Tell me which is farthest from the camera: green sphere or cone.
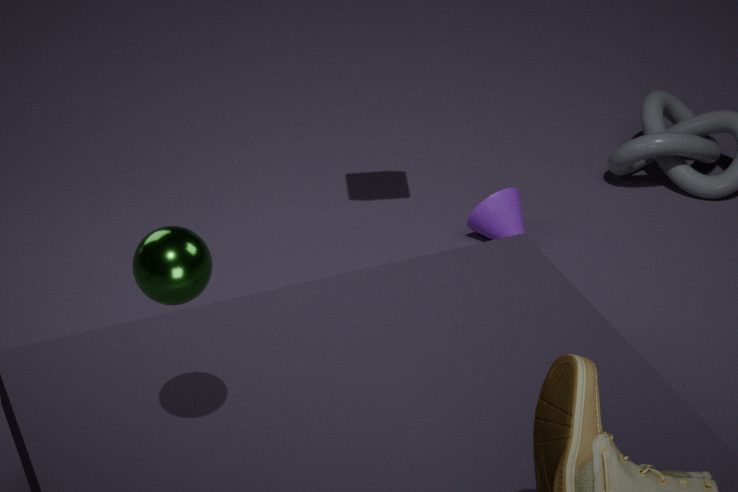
cone
